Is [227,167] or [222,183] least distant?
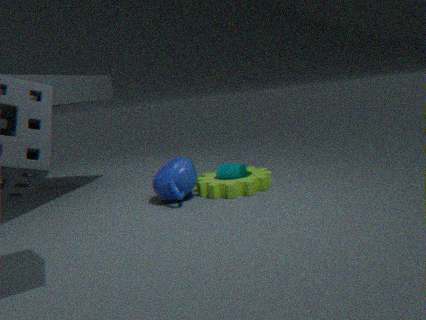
[222,183]
